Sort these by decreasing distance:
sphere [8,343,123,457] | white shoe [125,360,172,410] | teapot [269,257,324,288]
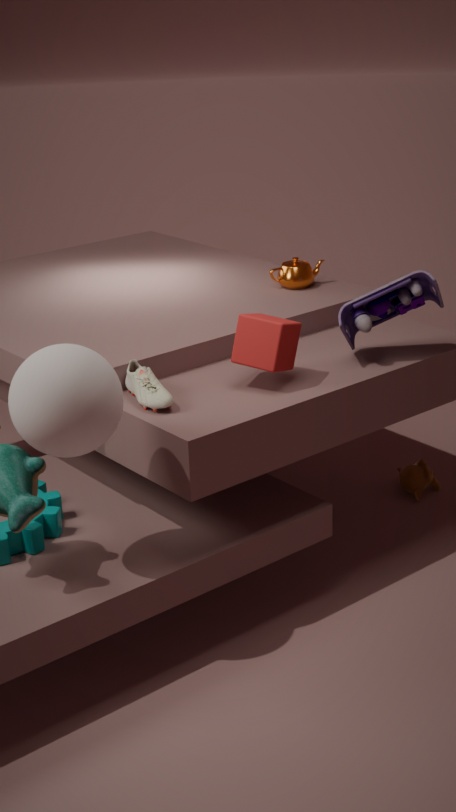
teapot [269,257,324,288] → white shoe [125,360,172,410] → sphere [8,343,123,457]
